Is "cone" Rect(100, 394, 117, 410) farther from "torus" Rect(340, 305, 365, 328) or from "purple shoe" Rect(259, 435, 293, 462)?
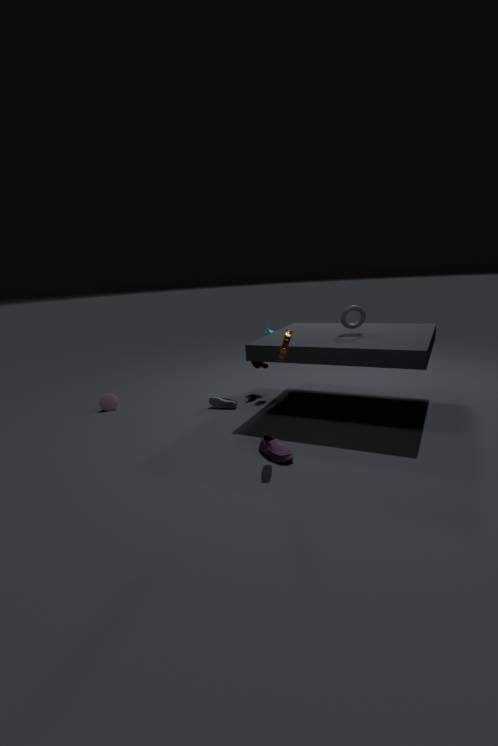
"torus" Rect(340, 305, 365, 328)
